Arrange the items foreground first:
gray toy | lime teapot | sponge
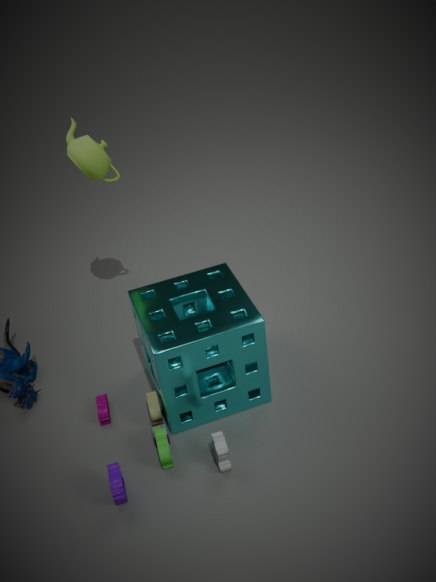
gray toy → sponge → lime teapot
